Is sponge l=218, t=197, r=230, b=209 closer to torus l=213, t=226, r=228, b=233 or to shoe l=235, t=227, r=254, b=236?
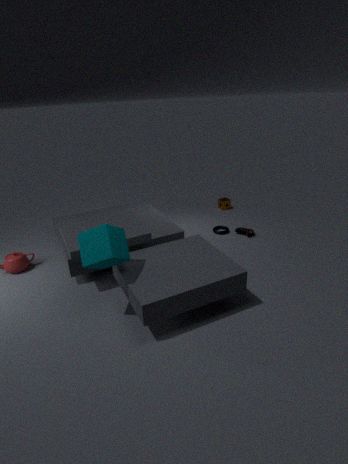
torus l=213, t=226, r=228, b=233
